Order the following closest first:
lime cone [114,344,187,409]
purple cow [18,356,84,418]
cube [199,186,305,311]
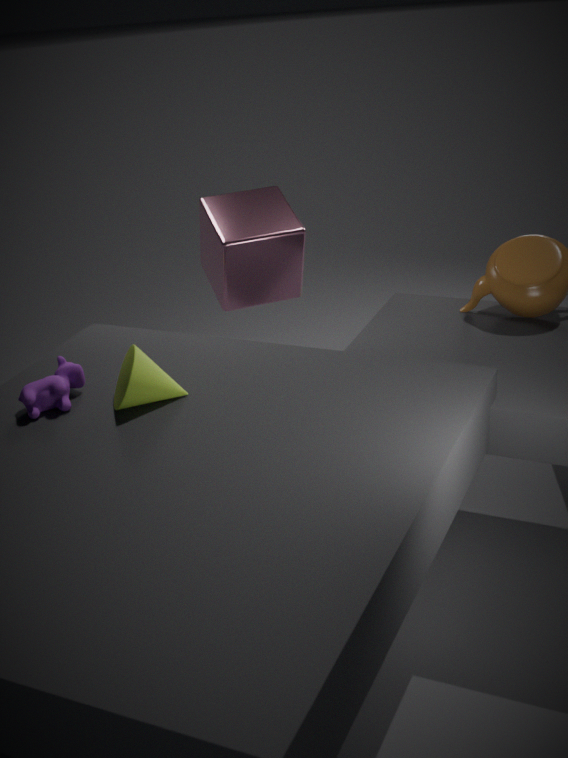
1. lime cone [114,344,187,409]
2. purple cow [18,356,84,418]
3. cube [199,186,305,311]
